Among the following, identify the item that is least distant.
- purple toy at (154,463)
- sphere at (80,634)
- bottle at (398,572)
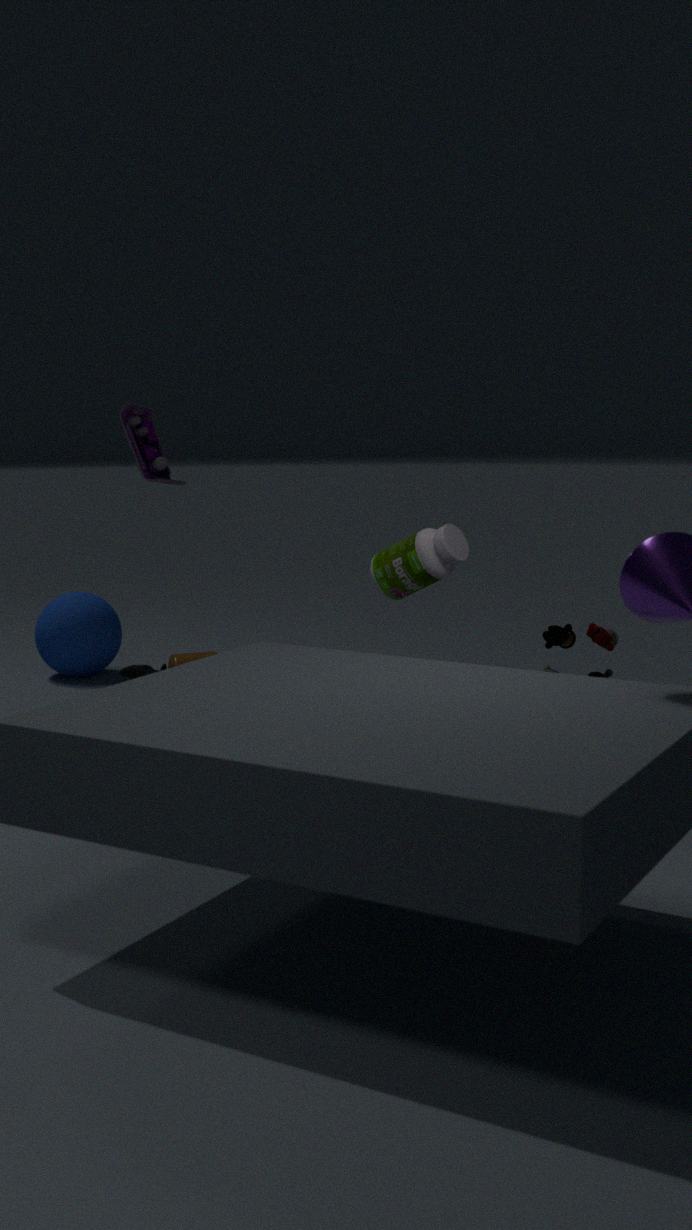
bottle at (398,572)
